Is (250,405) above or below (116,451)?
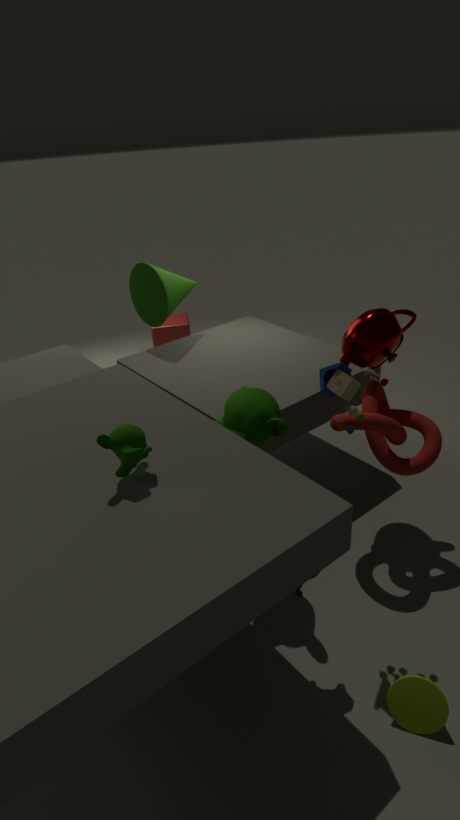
below
